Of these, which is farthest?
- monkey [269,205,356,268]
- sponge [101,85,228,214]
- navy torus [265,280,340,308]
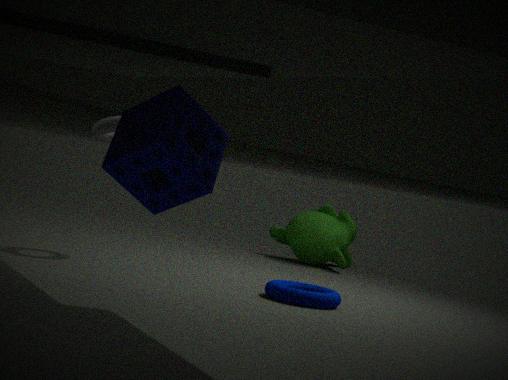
monkey [269,205,356,268]
